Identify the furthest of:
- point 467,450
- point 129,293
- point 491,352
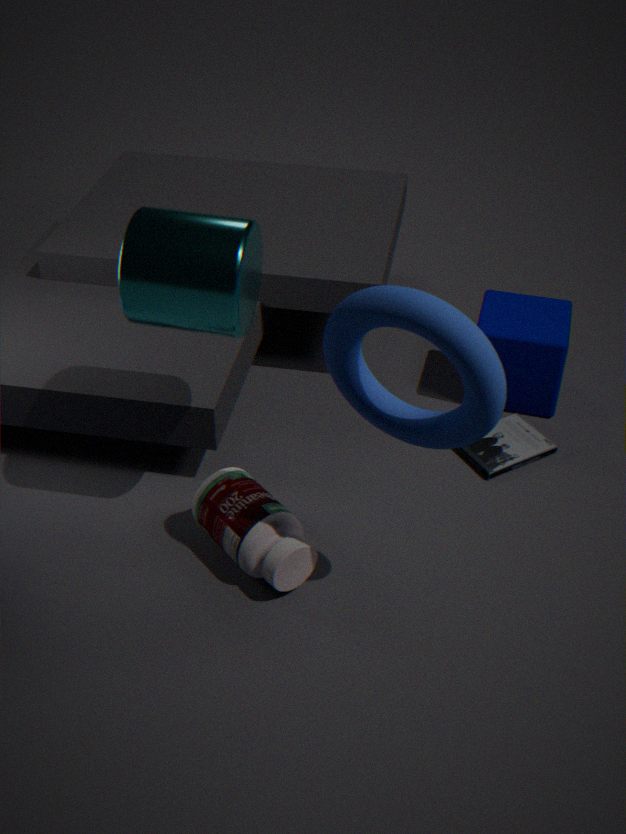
point 467,450
